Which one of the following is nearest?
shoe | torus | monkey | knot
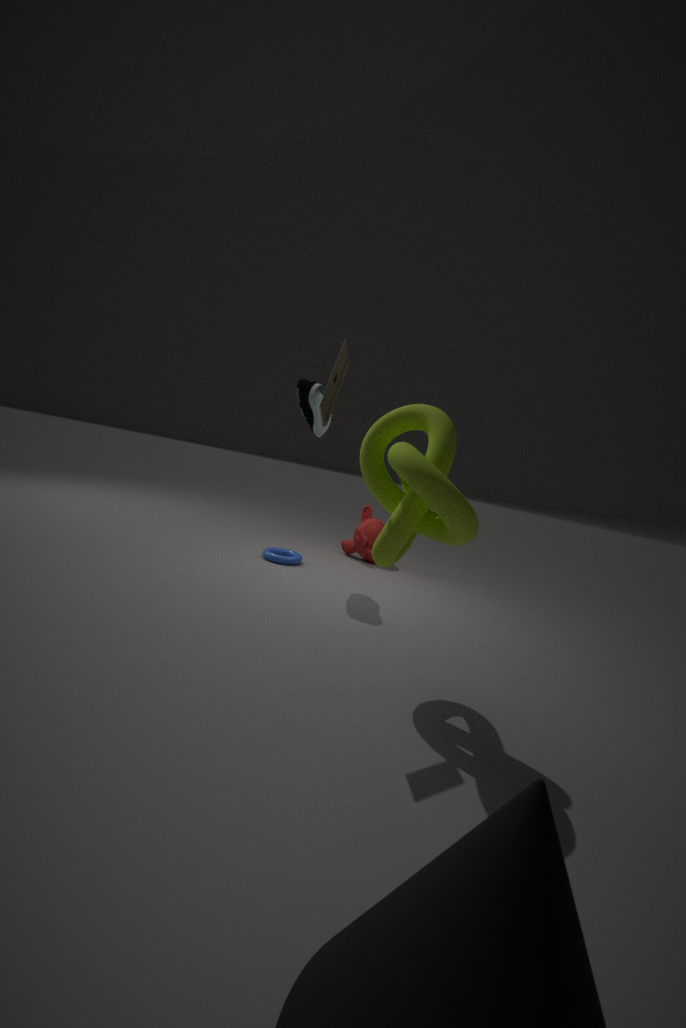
knot
